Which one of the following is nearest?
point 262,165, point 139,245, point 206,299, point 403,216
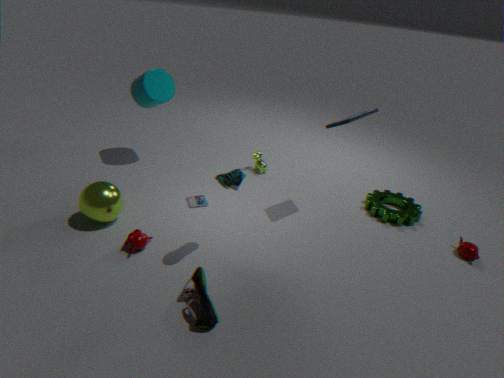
point 206,299
